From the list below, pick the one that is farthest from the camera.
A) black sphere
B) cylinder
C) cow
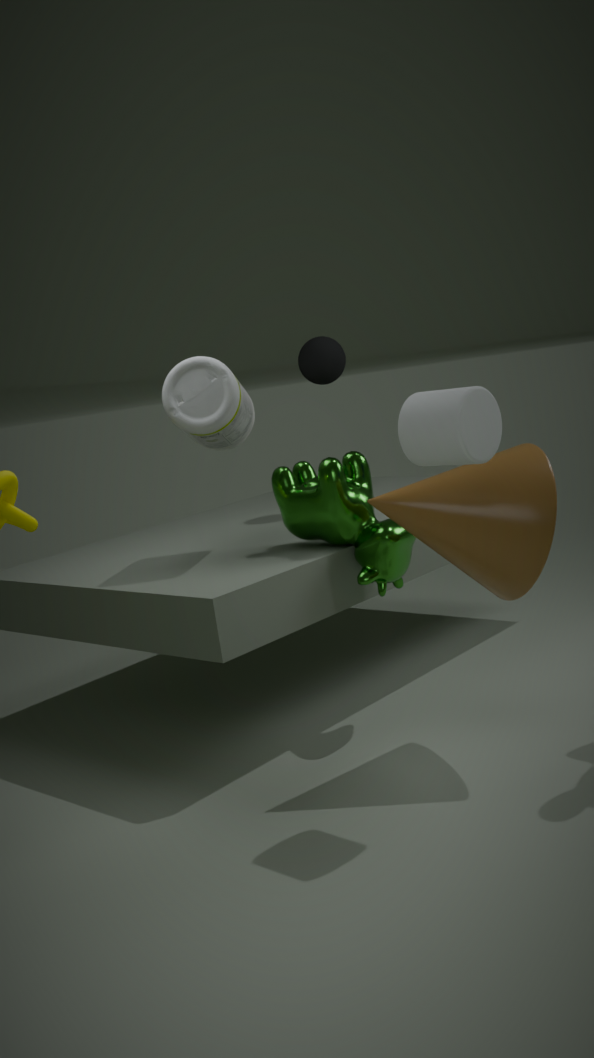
black sphere
